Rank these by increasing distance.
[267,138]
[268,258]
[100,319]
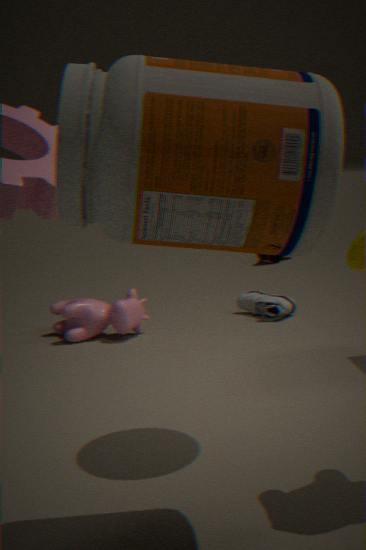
[267,138]
[100,319]
[268,258]
